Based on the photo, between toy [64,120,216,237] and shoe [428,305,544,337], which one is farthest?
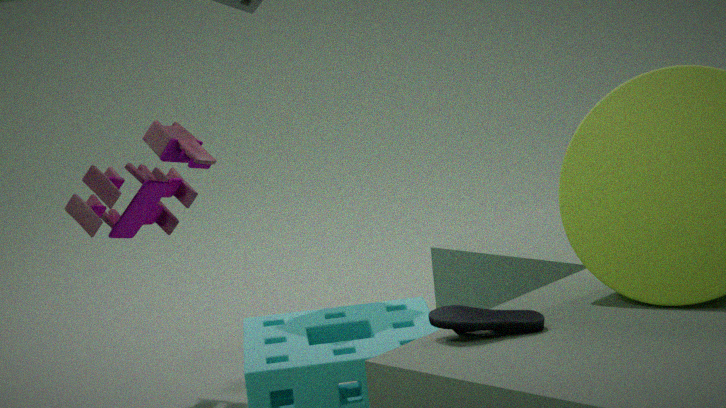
toy [64,120,216,237]
